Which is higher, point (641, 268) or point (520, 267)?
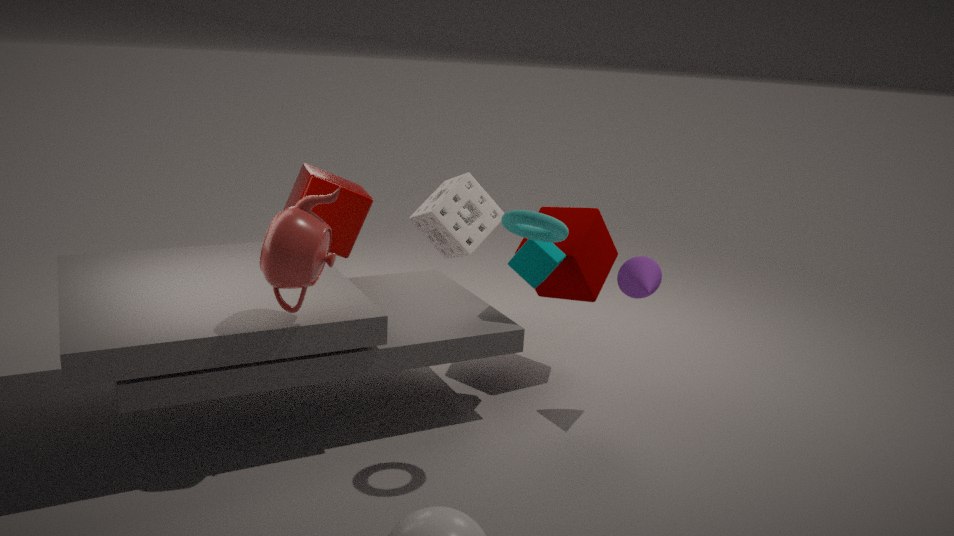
point (520, 267)
